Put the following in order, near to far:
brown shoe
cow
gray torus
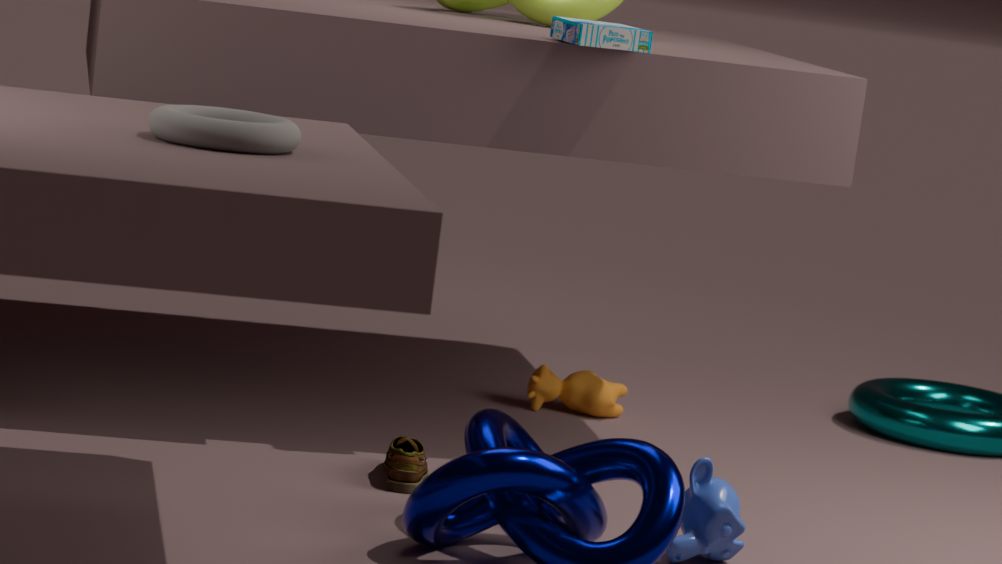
gray torus < brown shoe < cow
